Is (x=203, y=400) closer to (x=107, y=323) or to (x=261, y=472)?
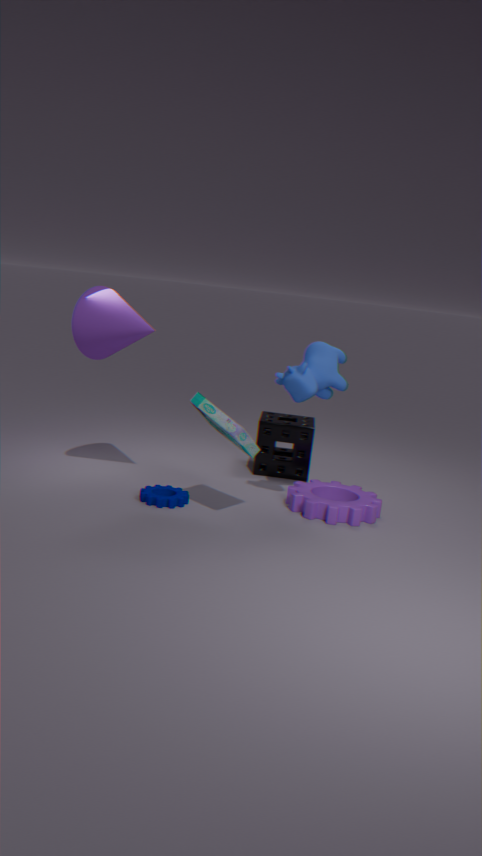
(x=107, y=323)
